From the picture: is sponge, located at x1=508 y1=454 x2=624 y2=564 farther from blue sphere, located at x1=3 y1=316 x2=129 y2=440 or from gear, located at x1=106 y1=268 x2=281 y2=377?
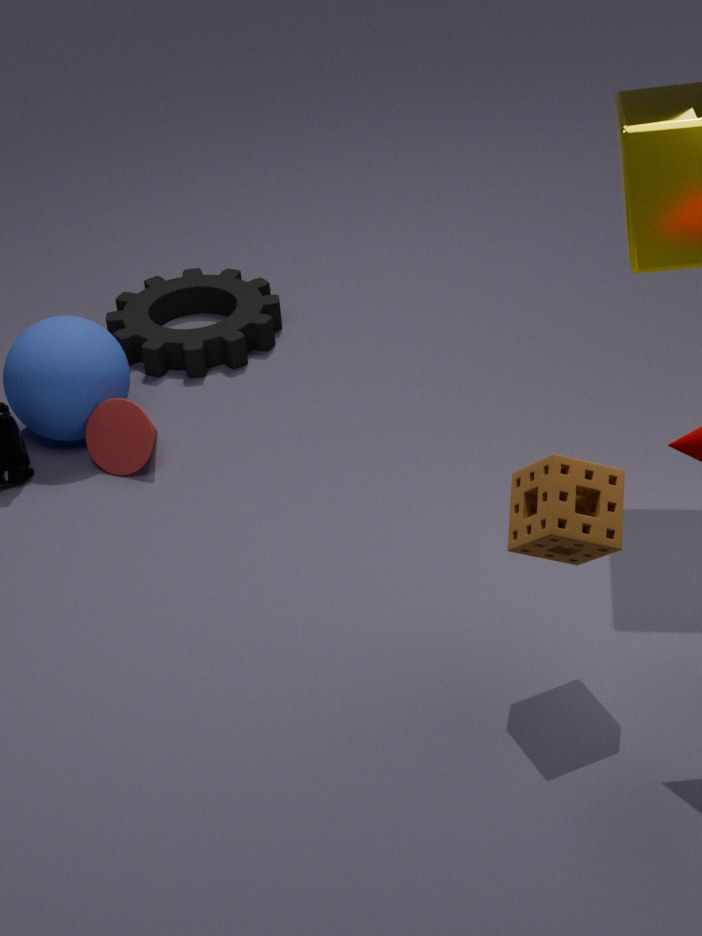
gear, located at x1=106 y1=268 x2=281 y2=377
